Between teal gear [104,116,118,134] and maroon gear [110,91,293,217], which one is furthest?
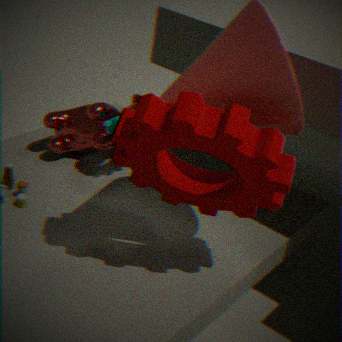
teal gear [104,116,118,134]
